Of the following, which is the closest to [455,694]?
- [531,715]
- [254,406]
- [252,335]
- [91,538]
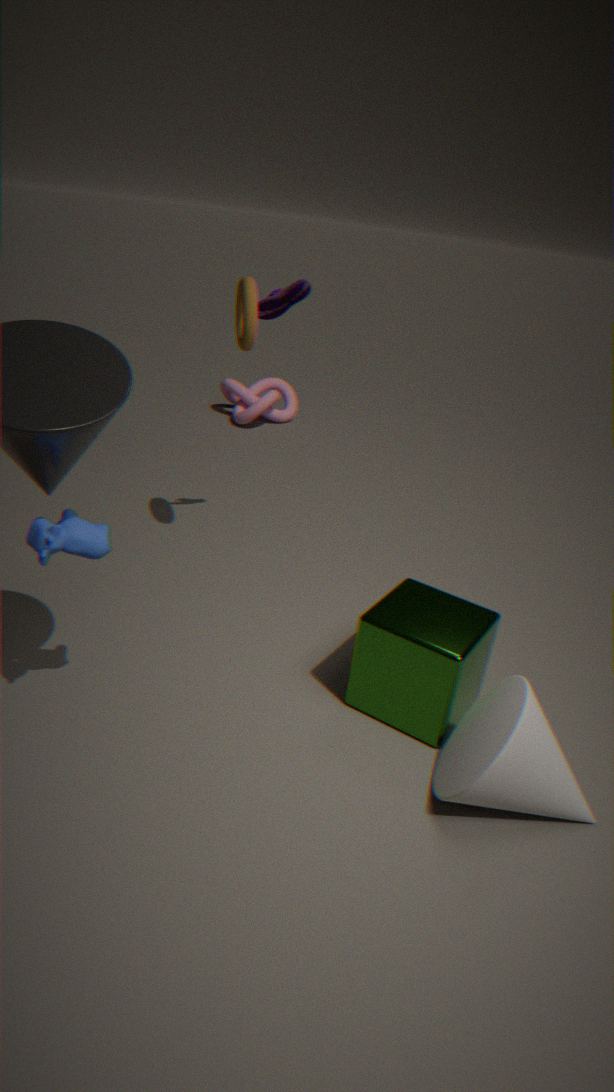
[531,715]
